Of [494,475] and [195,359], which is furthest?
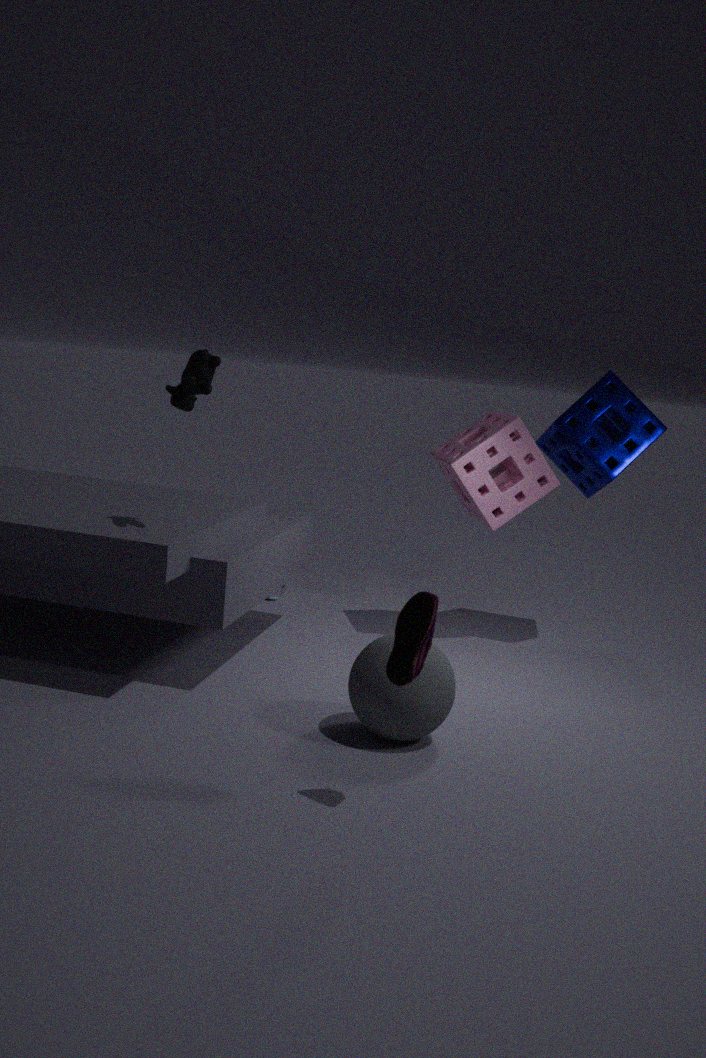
[494,475]
